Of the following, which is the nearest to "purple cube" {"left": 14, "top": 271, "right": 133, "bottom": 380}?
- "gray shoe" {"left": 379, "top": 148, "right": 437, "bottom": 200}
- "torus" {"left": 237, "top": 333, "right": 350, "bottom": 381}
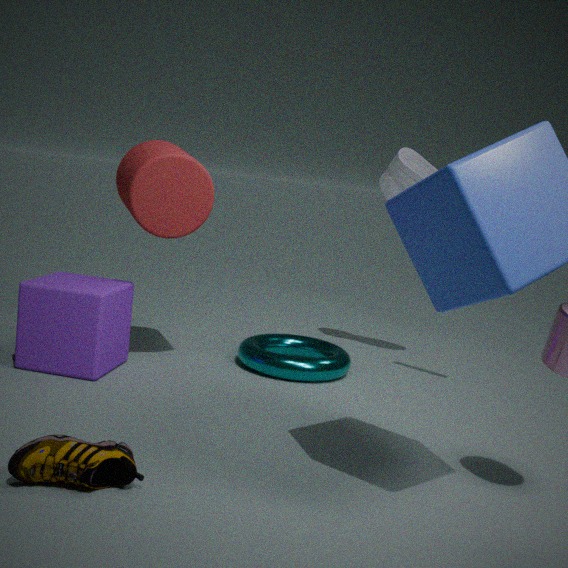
"torus" {"left": 237, "top": 333, "right": 350, "bottom": 381}
